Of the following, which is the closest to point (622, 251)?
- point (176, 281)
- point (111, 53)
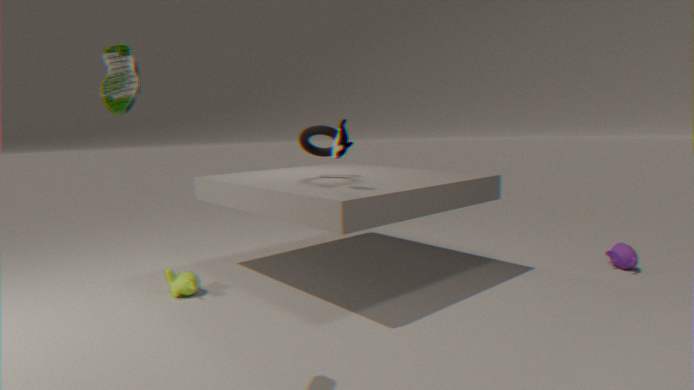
point (176, 281)
